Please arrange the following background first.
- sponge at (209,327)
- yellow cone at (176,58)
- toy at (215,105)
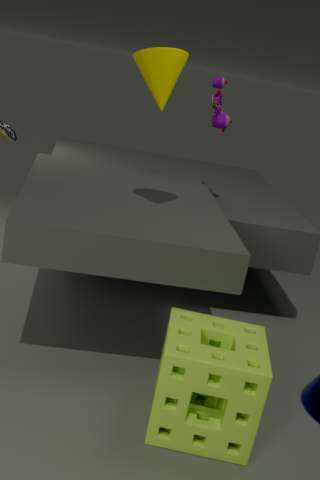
toy at (215,105), yellow cone at (176,58), sponge at (209,327)
